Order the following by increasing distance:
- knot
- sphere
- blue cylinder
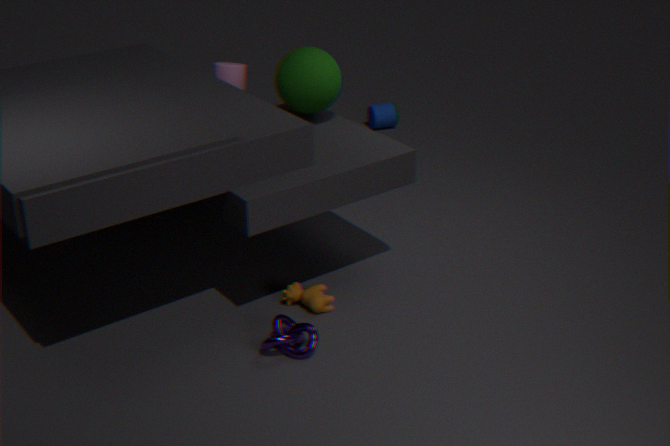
knot < sphere < blue cylinder
